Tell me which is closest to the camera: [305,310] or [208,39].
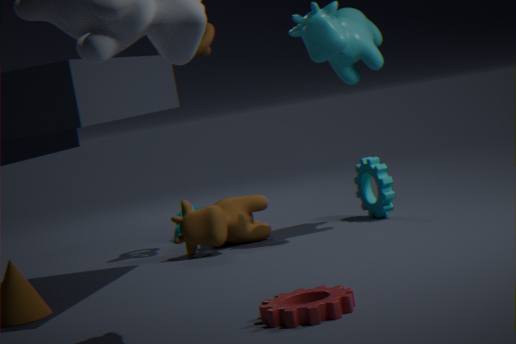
[305,310]
